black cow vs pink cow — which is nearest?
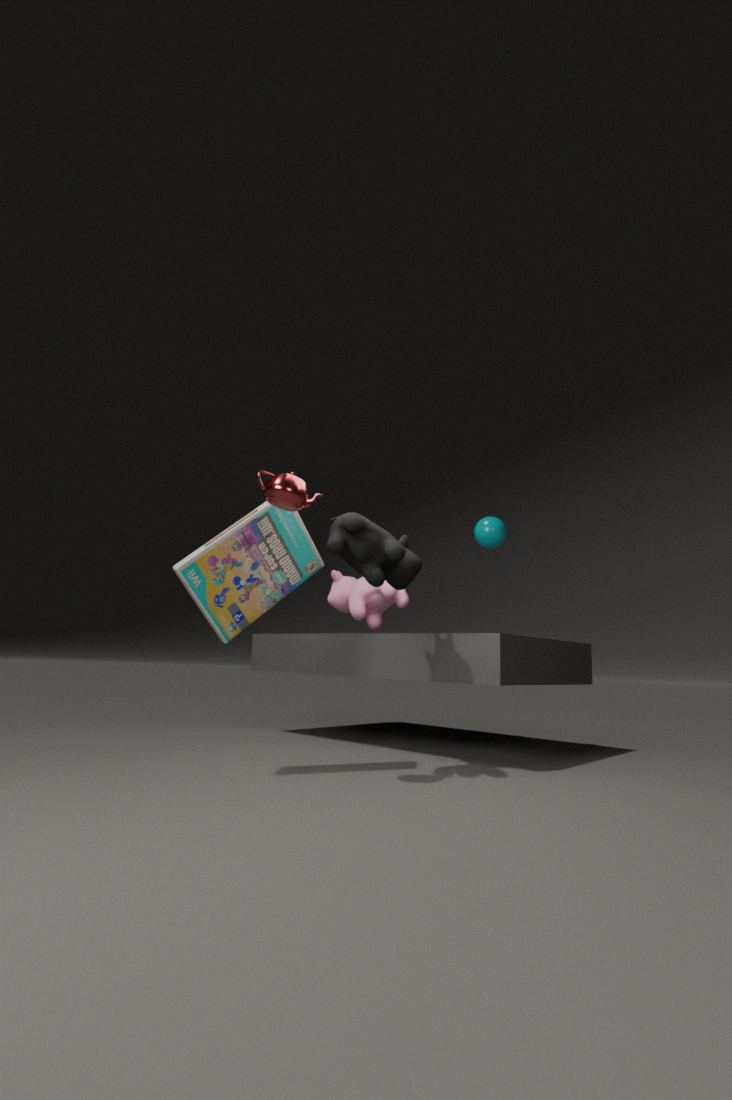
black cow
